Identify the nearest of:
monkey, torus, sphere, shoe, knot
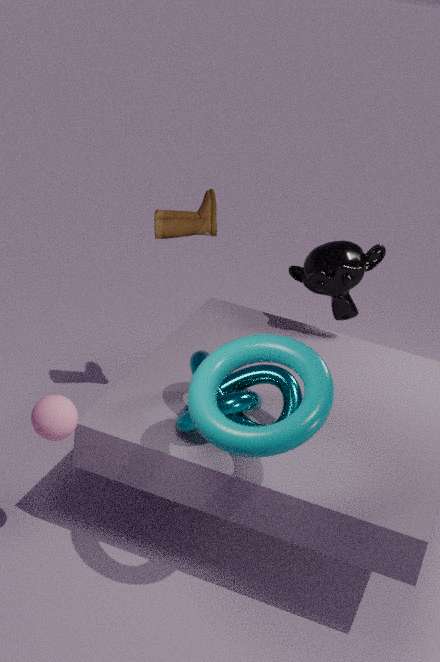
torus
